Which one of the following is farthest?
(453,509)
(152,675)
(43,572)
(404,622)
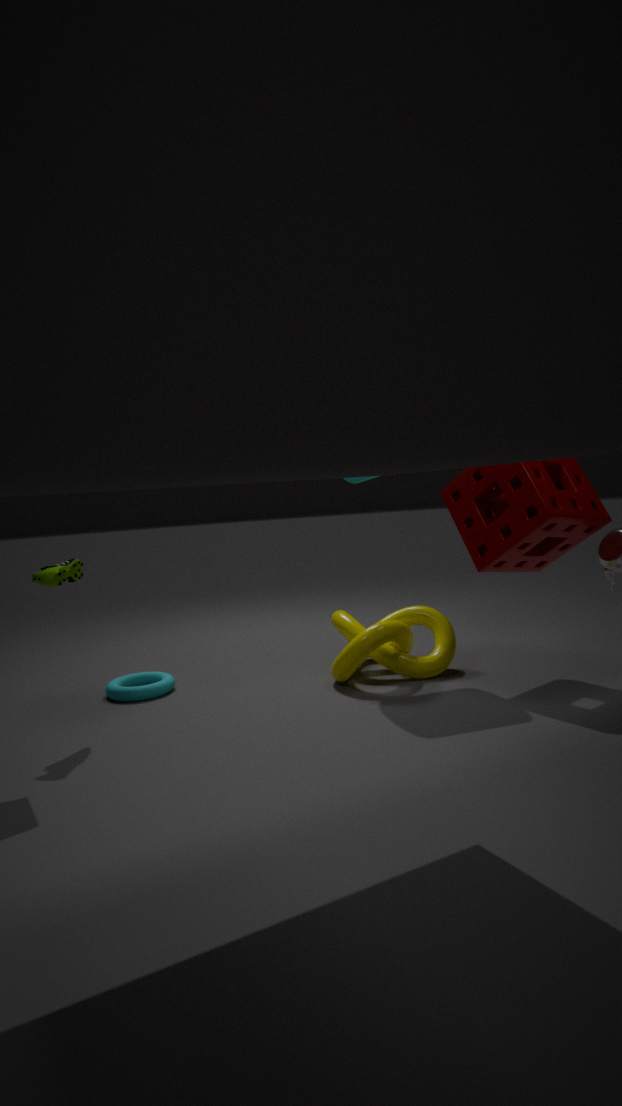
(404,622)
